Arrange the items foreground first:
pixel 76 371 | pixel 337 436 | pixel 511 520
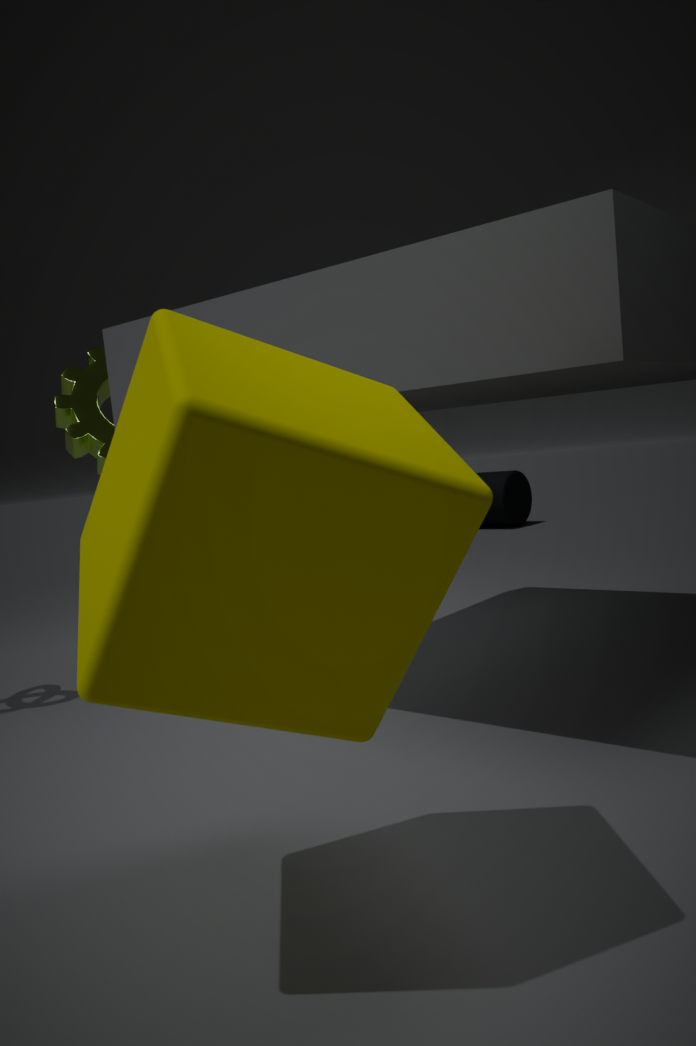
pixel 337 436, pixel 76 371, pixel 511 520
